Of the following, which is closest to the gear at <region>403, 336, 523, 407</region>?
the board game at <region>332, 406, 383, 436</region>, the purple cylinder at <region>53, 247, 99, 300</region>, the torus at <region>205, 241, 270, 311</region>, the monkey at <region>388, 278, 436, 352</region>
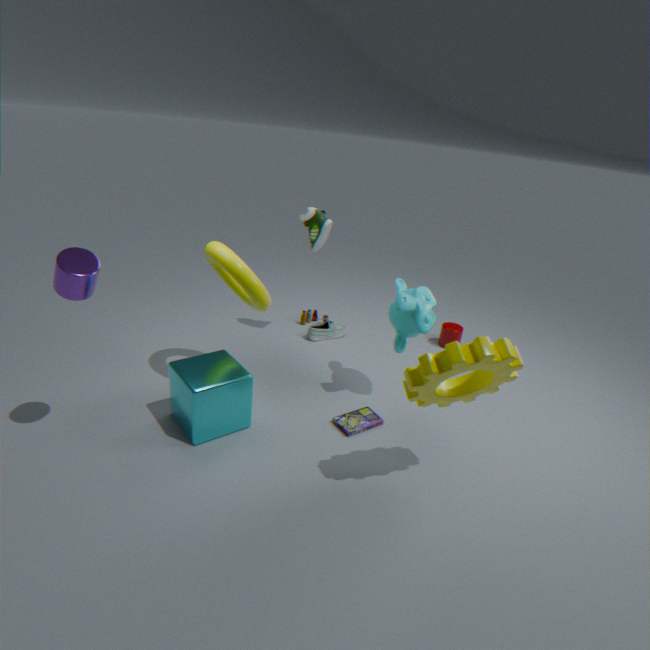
the monkey at <region>388, 278, 436, 352</region>
